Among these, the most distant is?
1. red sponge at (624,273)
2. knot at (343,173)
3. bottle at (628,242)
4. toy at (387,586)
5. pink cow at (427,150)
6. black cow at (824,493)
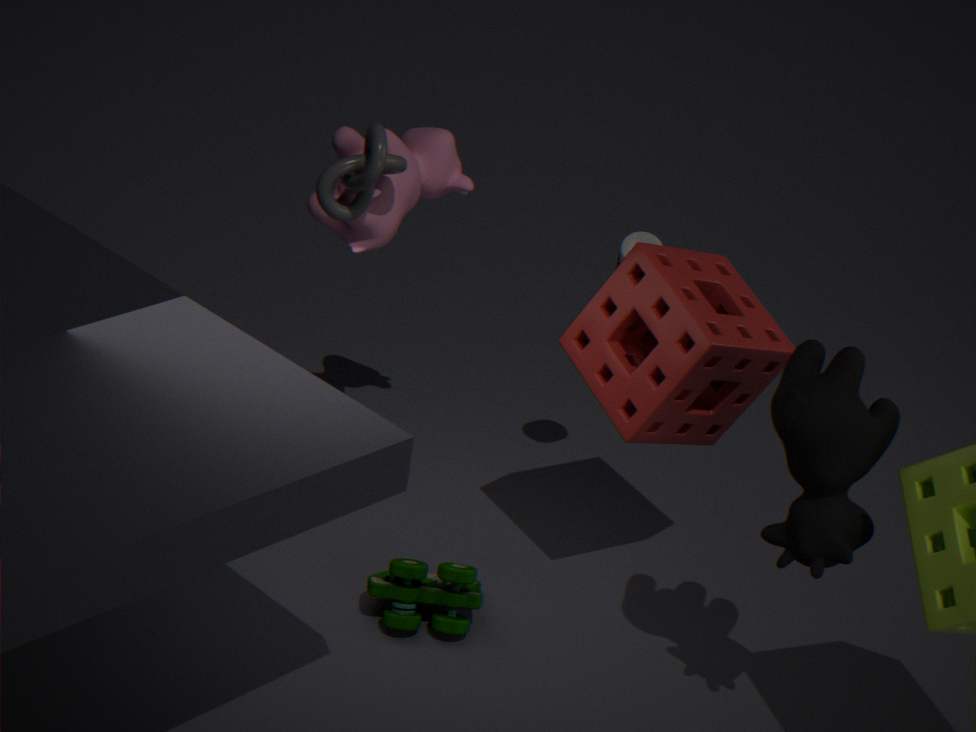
bottle at (628,242)
